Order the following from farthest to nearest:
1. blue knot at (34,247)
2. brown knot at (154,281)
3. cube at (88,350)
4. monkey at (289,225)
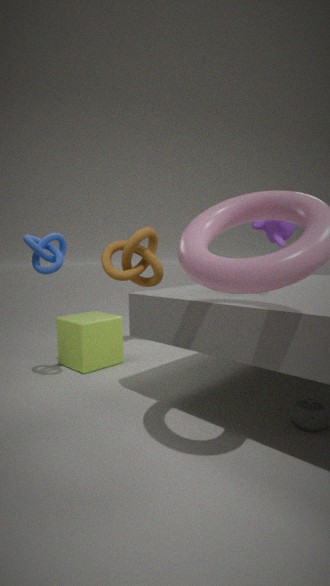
brown knot at (154,281)
cube at (88,350)
blue knot at (34,247)
monkey at (289,225)
